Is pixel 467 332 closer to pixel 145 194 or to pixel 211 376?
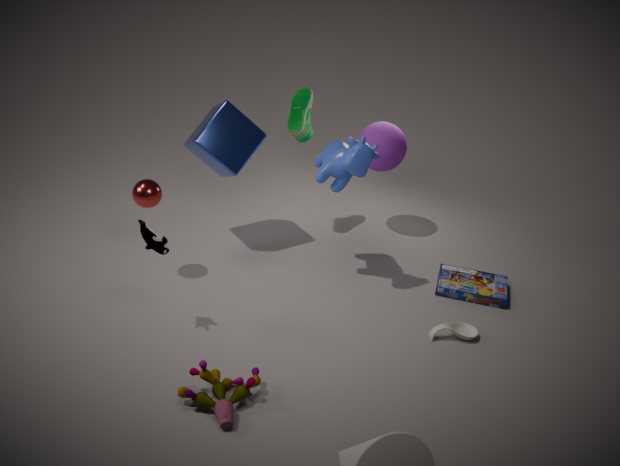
pixel 211 376
